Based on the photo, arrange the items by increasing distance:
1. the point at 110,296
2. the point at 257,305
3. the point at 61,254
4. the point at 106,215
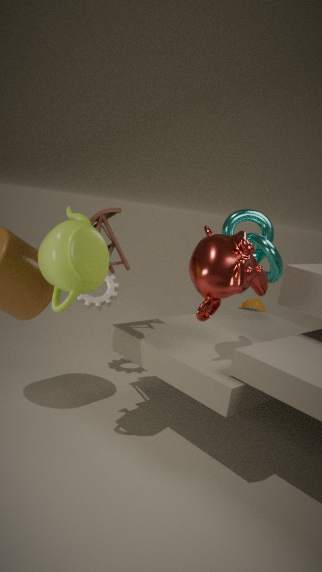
the point at 61,254 → the point at 106,215 → the point at 110,296 → the point at 257,305
